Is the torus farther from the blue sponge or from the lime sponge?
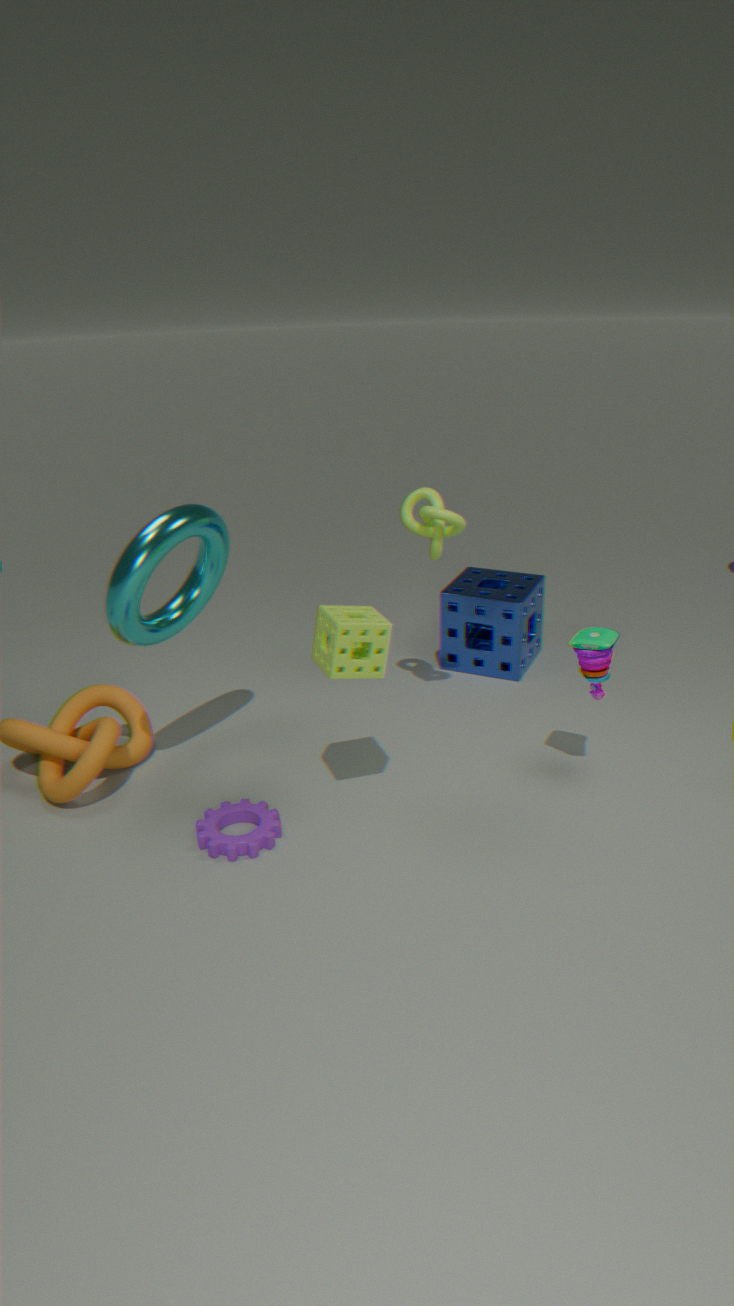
the blue sponge
